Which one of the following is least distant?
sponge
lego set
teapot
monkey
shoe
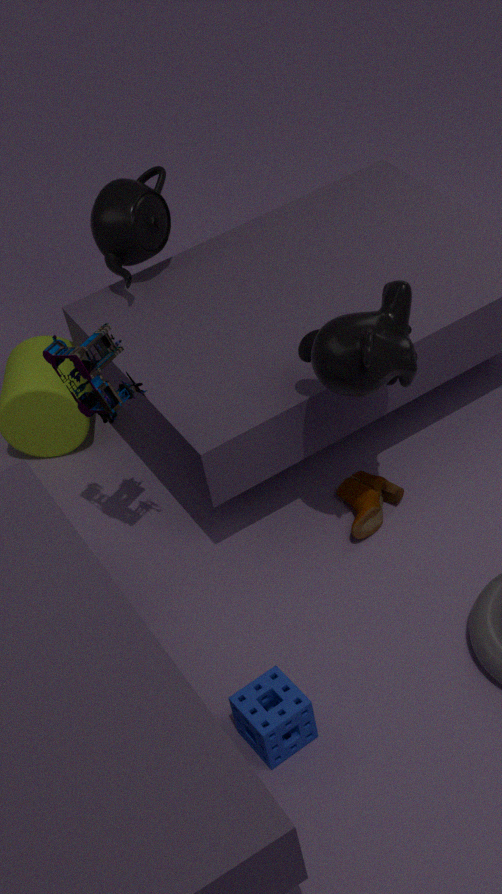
sponge
